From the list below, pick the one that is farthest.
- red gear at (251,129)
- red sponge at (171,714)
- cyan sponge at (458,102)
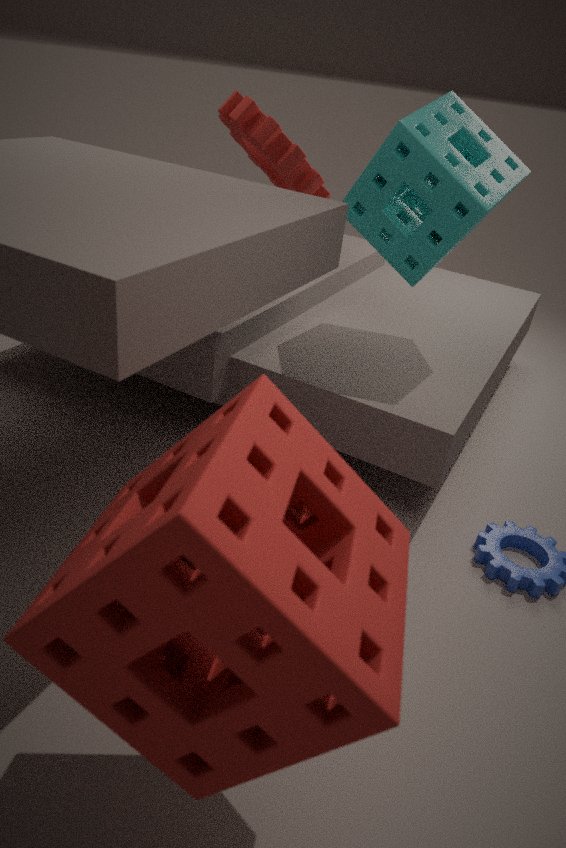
red gear at (251,129)
